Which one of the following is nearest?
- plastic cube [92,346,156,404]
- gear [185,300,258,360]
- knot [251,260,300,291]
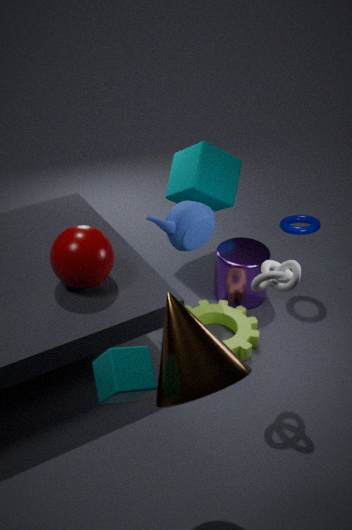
plastic cube [92,346,156,404]
